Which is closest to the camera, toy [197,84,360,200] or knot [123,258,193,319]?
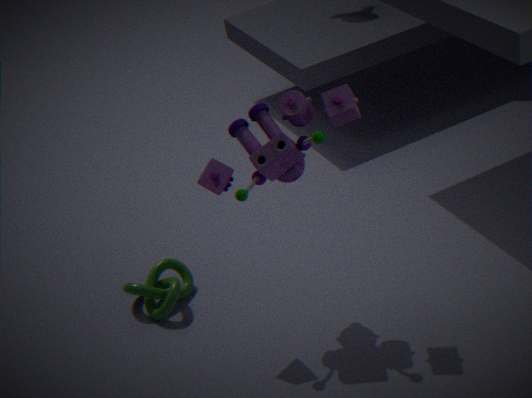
toy [197,84,360,200]
